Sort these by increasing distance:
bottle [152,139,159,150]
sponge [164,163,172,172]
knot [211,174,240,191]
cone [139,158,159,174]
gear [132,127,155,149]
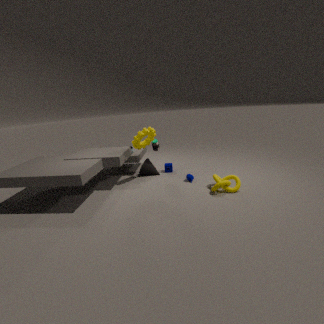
knot [211,174,240,191]
gear [132,127,155,149]
bottle [152,139,159,150]
cone [139,158,159,174]
sponge [164,163,172,172]
